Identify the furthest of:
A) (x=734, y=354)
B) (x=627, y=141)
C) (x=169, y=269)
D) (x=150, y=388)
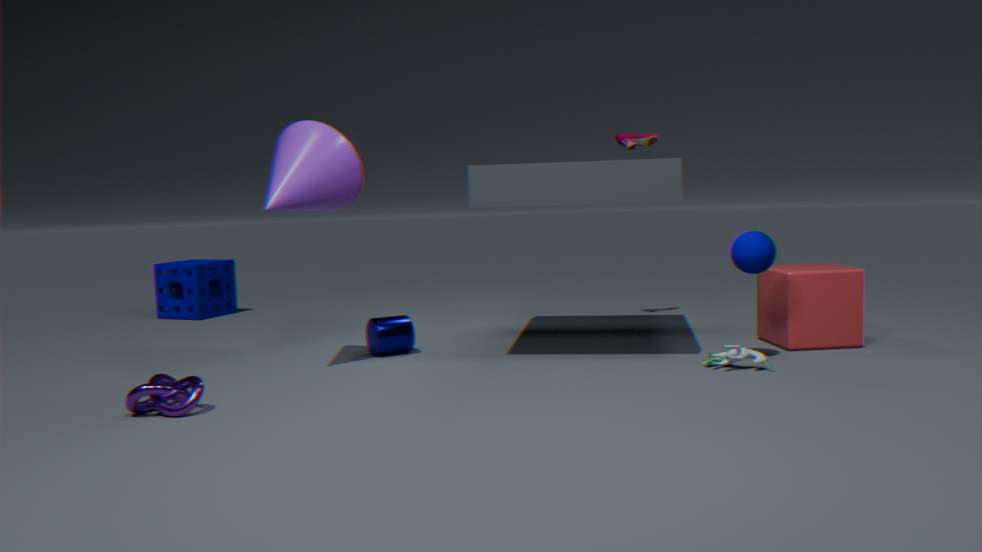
(x=169, y=269)
